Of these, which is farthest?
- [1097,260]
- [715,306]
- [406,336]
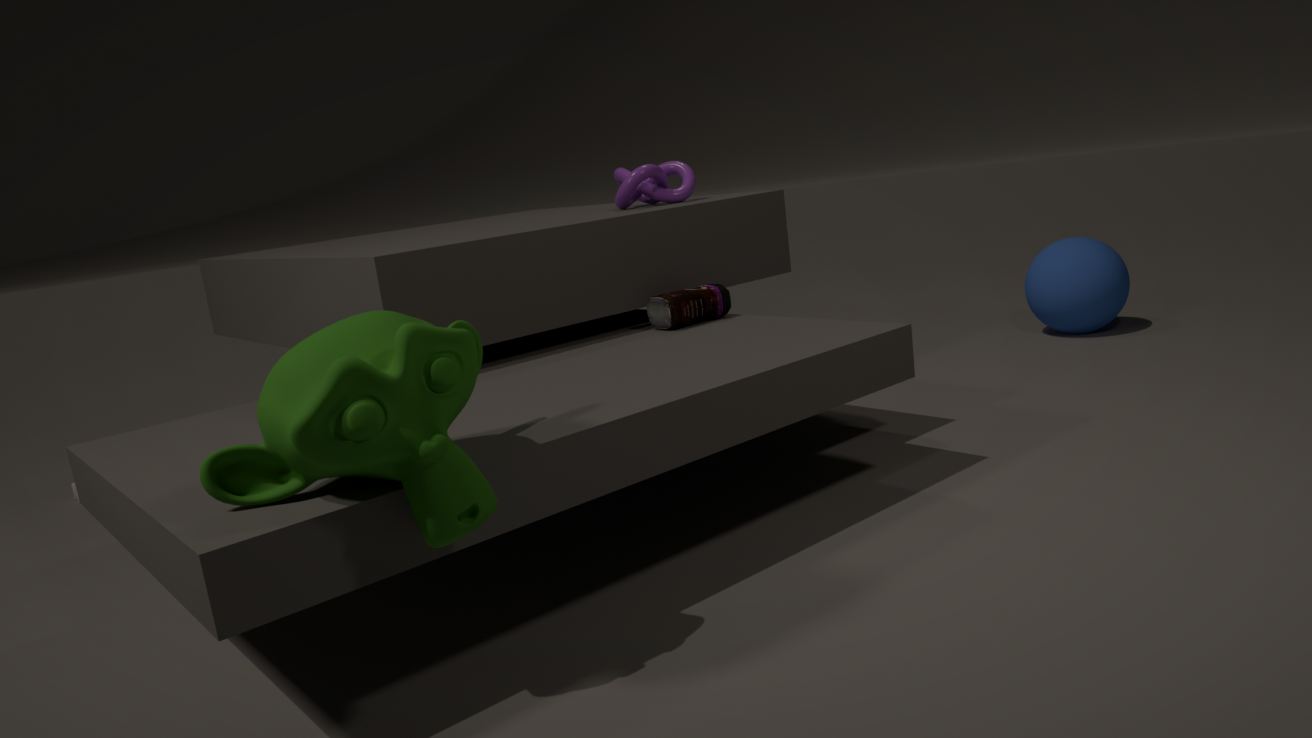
[1097,260]
